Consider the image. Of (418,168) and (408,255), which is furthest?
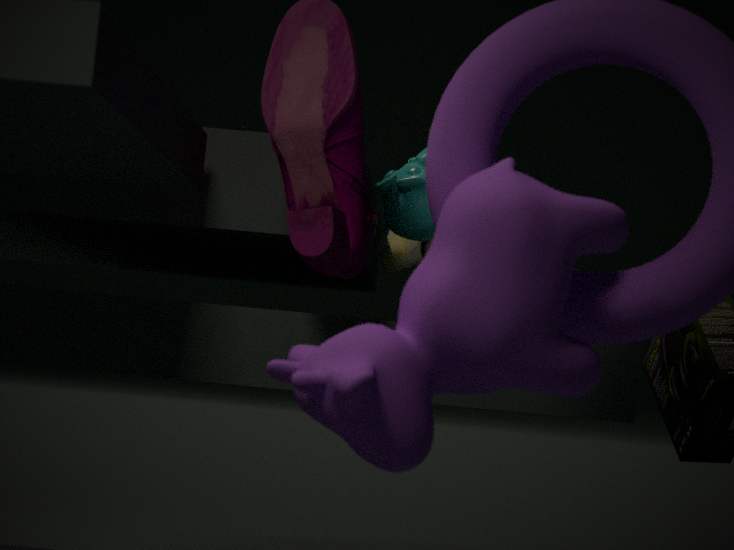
(408,255)
